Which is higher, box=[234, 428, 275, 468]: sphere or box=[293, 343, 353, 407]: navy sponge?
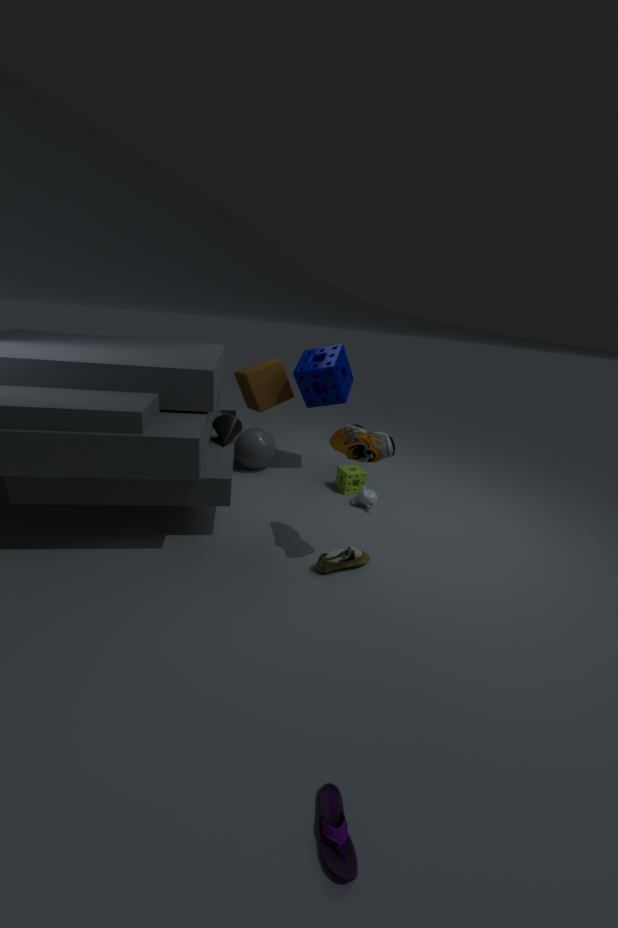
box=[293, 343, 353, 407]: navy sponge
